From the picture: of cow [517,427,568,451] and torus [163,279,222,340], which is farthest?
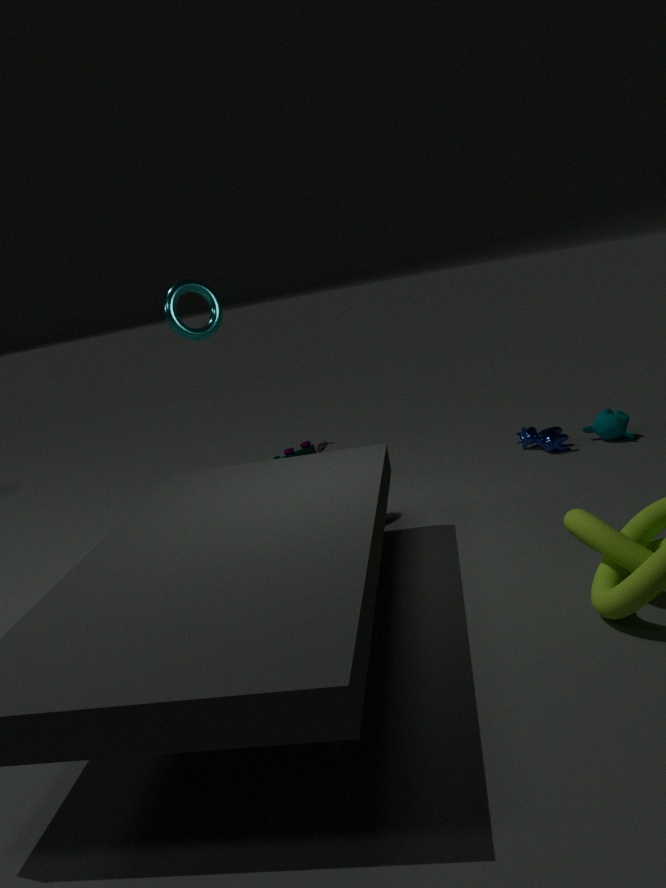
cow [517,427,568,451]
